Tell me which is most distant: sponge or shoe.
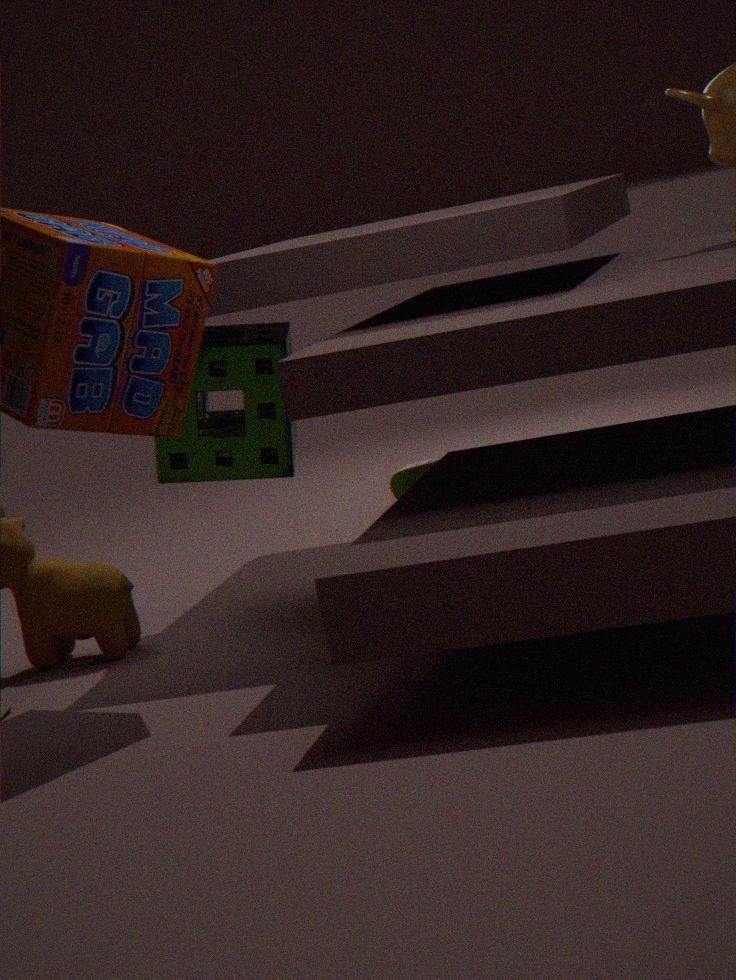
shoe
